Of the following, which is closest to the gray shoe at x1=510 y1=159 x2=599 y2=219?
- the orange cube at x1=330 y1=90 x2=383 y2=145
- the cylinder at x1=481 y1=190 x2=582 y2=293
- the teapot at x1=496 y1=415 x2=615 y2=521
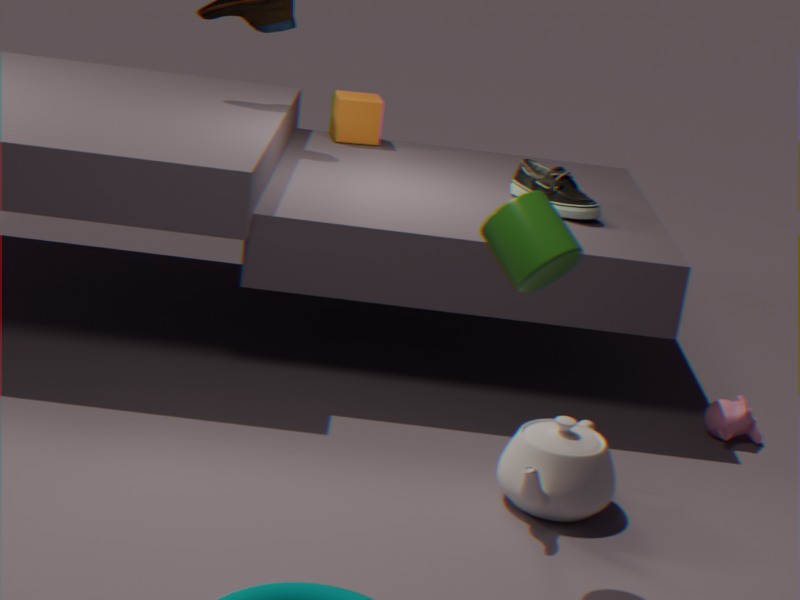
the orange cube at x1=330 y1=90 x2=383 y2=145
